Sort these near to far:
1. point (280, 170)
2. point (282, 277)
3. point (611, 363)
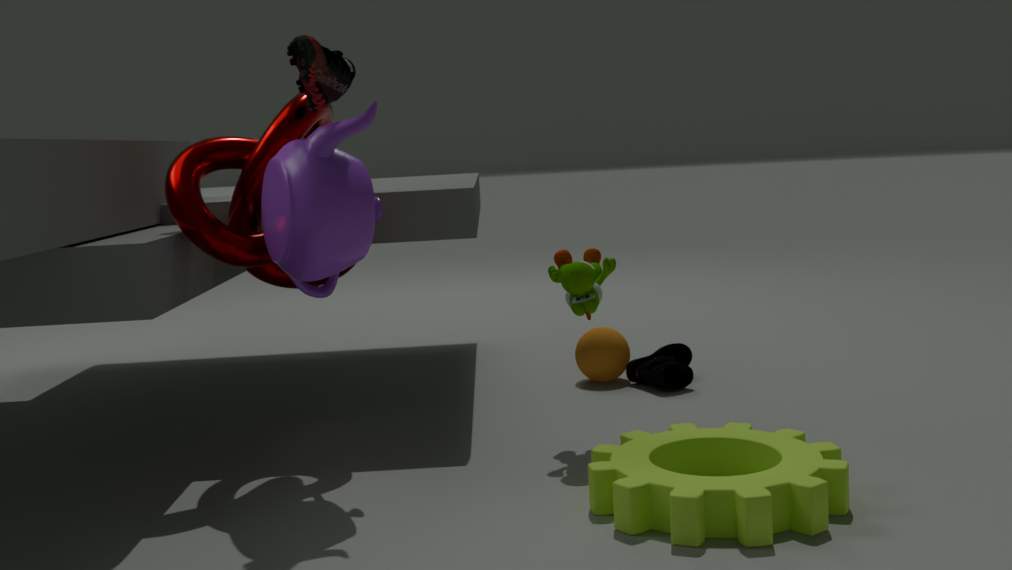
1. point (280, 170)
2. point (282, 277)
3. point (611, 363)
